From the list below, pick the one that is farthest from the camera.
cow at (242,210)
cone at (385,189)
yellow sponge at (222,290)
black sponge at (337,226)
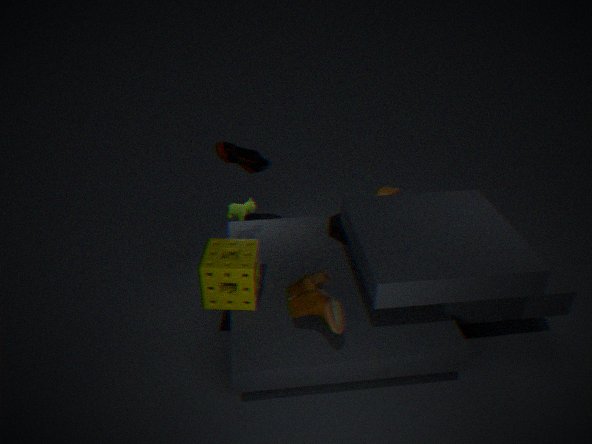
cone at (385,189)
